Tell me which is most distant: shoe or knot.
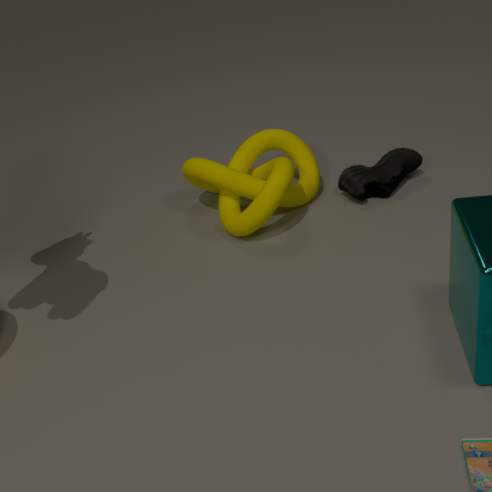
shoe
